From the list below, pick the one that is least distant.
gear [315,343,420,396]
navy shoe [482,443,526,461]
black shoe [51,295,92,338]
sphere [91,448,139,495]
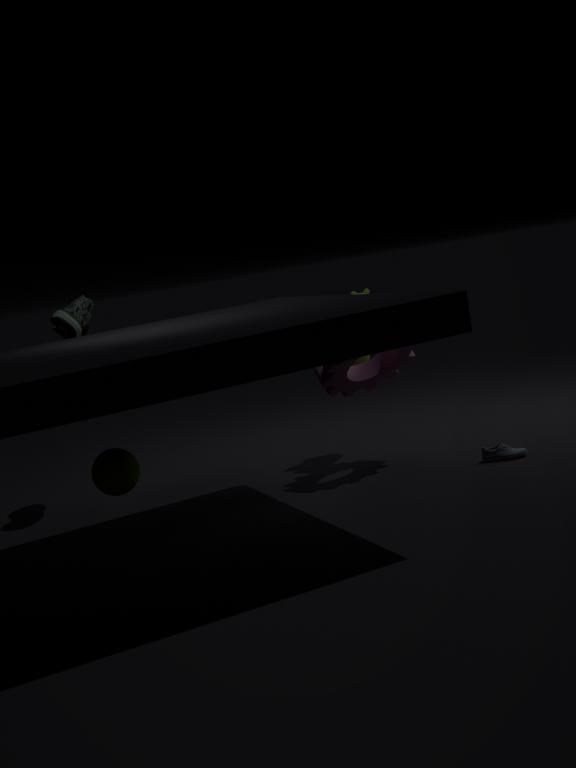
sphere [91,448,139,495]
